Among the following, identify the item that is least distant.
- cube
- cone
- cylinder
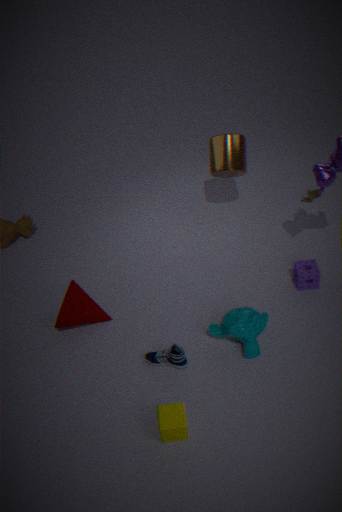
cube
